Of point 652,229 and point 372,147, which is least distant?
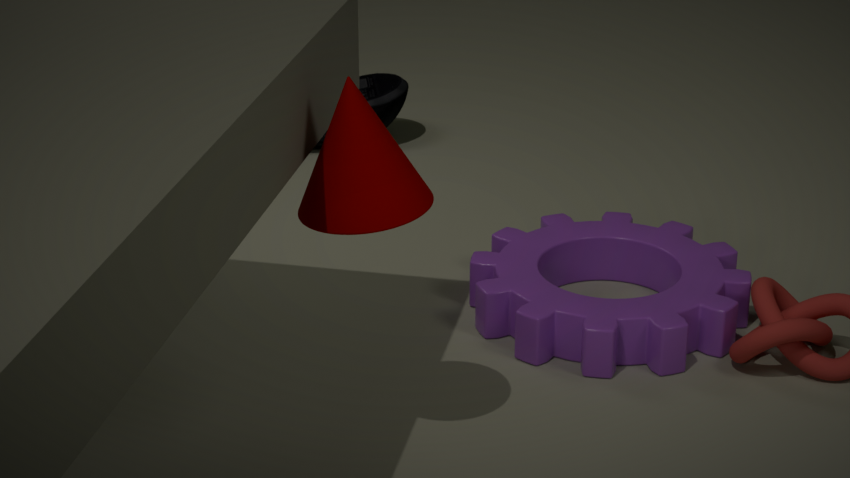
point 372,147
